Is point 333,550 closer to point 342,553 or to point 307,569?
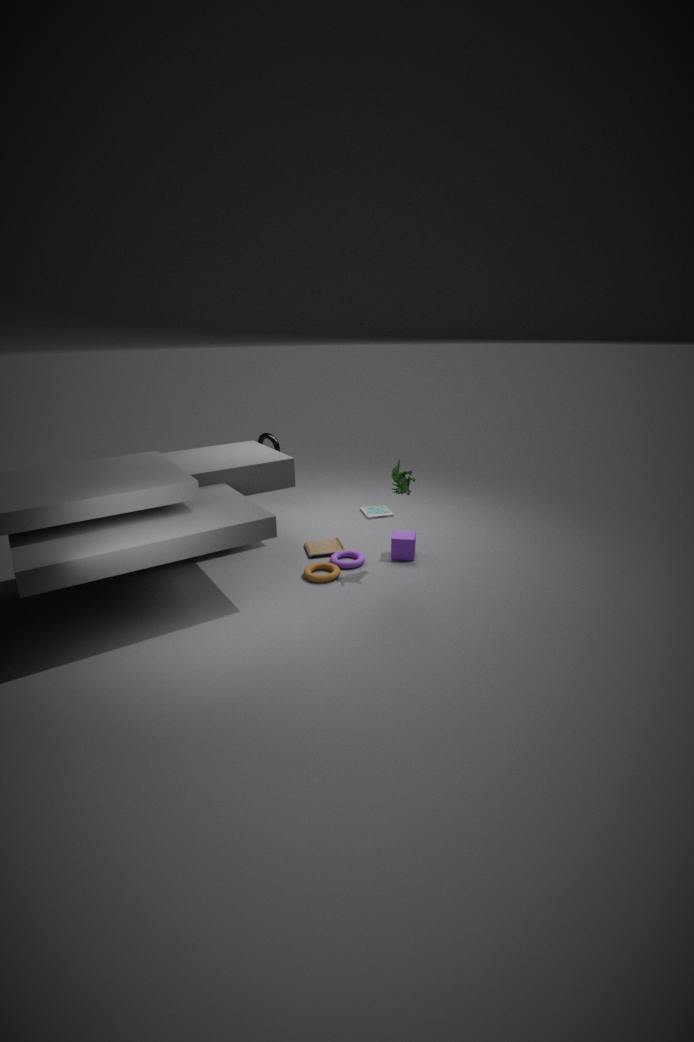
point 342,553
